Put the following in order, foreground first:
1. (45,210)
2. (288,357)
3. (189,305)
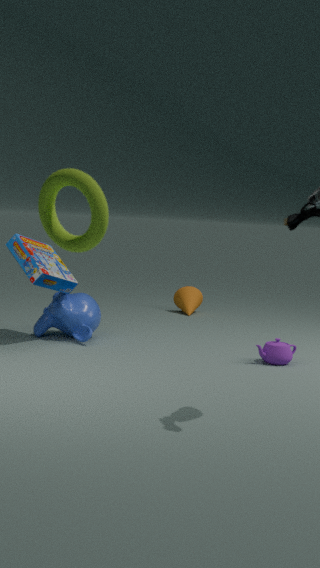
(45,210) < (288,357) < (189,305)
